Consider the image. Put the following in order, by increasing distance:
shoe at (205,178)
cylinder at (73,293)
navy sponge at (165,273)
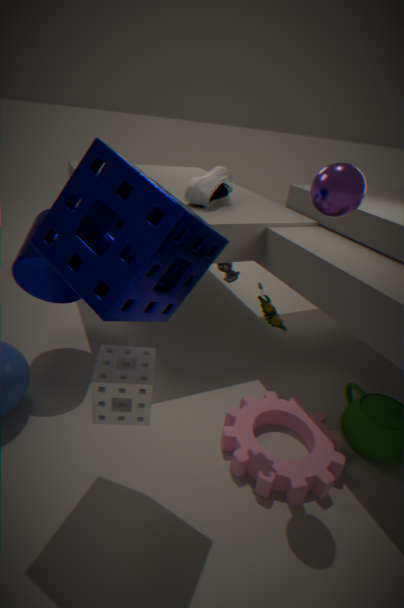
navy sponge at (165,273)
cylinder at (73,293)
shoe at (205,178)
